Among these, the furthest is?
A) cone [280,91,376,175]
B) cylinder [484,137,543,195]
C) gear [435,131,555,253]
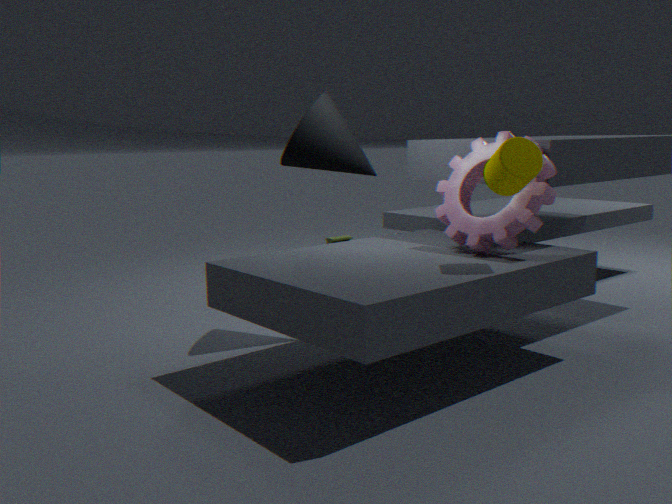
cone [280,91,376,175]
